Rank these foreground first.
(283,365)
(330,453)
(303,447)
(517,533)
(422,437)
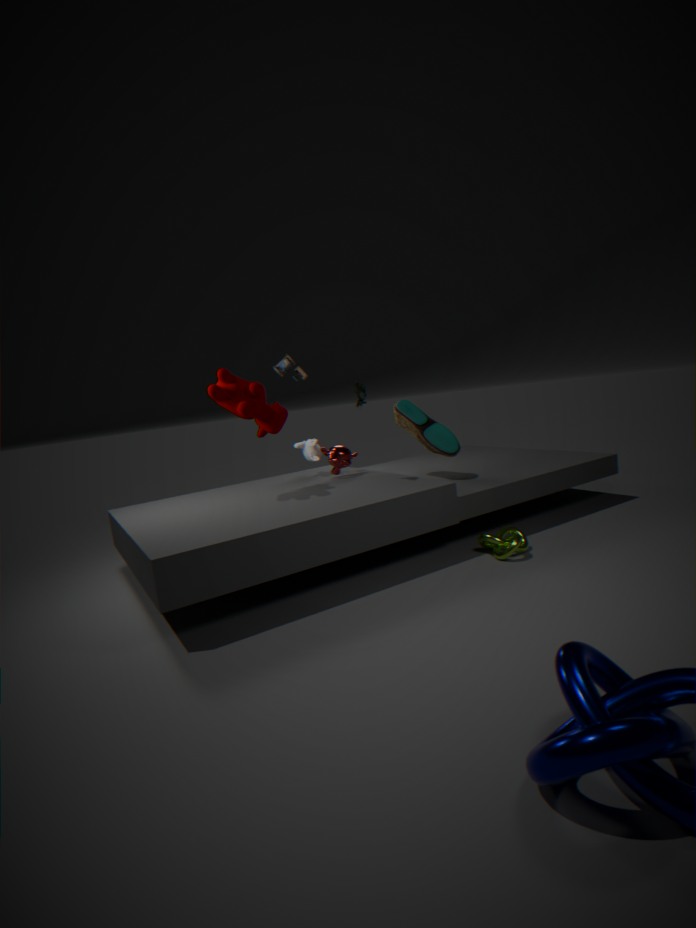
(517,533) < (330,453) < (422,437) < (283,365) < (303,447)
